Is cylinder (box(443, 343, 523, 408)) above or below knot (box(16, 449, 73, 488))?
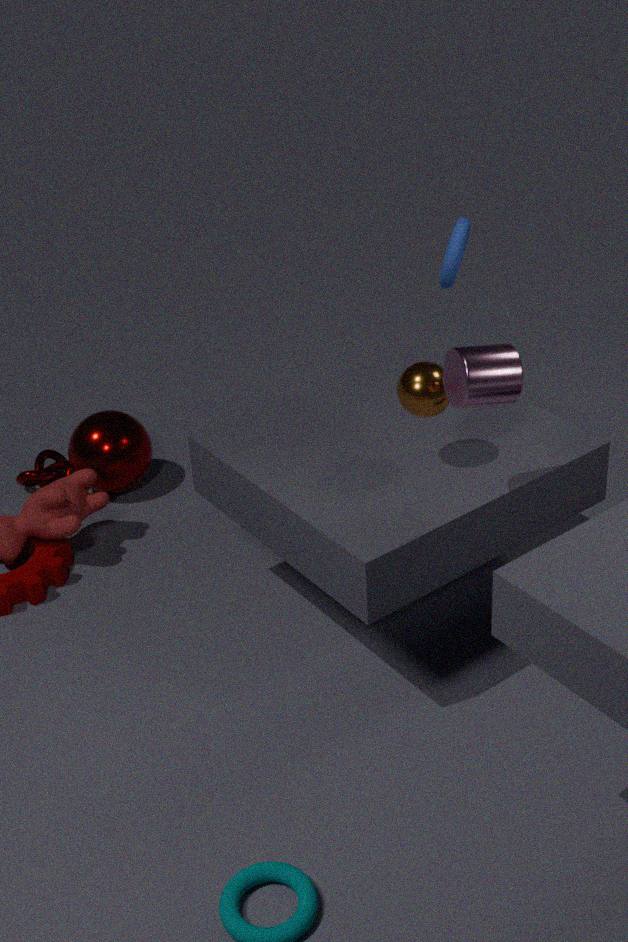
above
